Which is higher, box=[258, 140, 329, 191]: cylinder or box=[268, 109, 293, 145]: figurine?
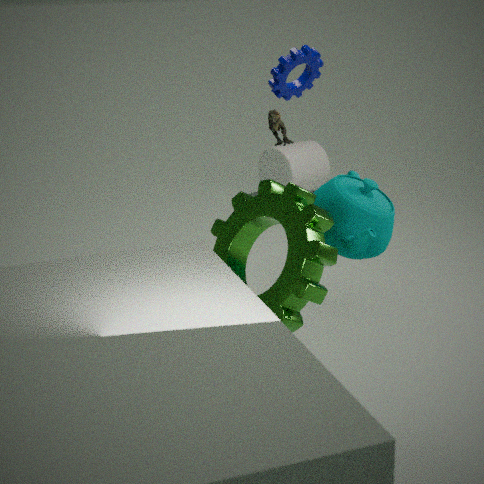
box=[268, 109, 293, 145]: figurine
